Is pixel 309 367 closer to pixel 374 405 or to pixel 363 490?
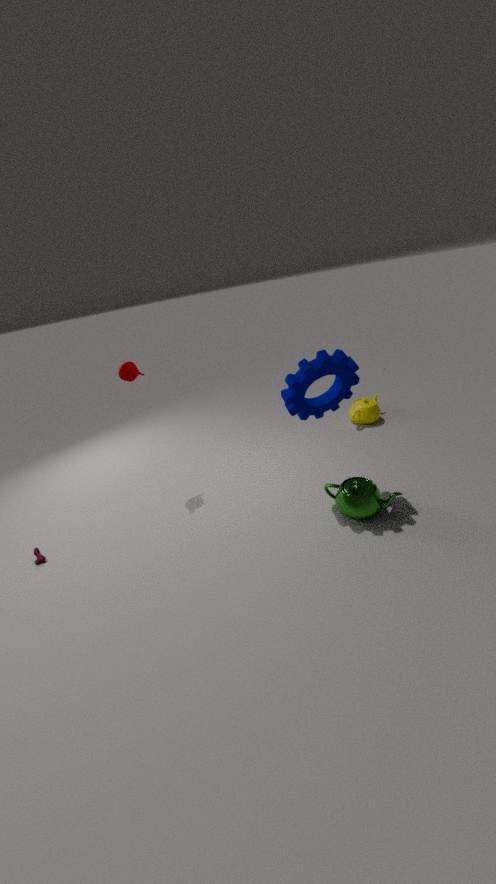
pixel 363 490
